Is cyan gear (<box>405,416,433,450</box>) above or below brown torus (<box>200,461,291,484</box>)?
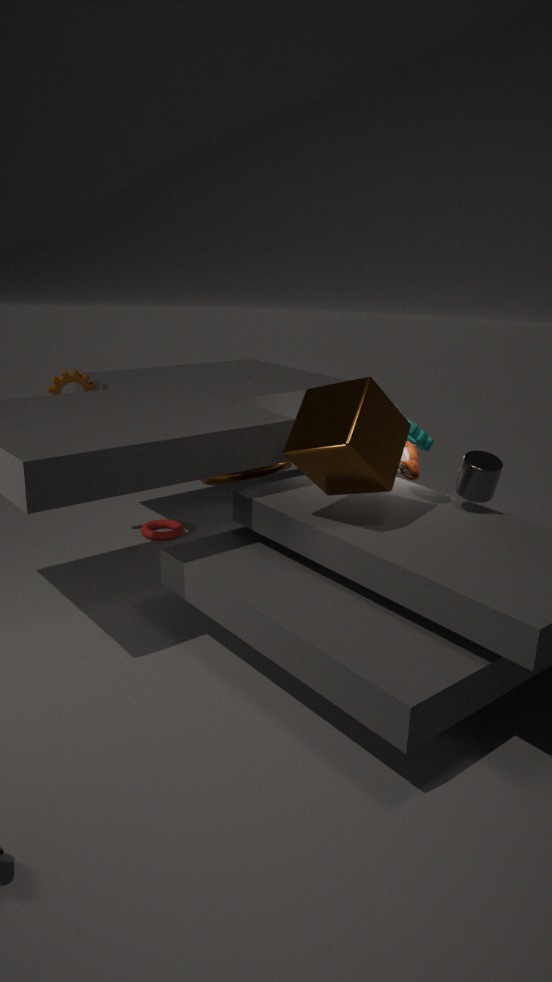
above
